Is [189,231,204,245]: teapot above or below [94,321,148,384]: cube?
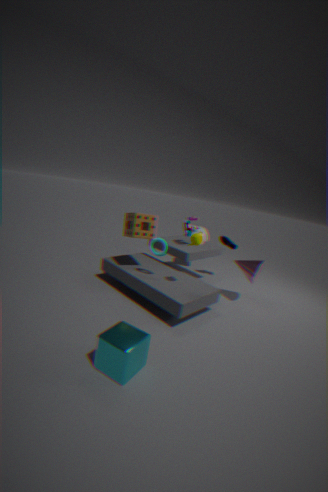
above
